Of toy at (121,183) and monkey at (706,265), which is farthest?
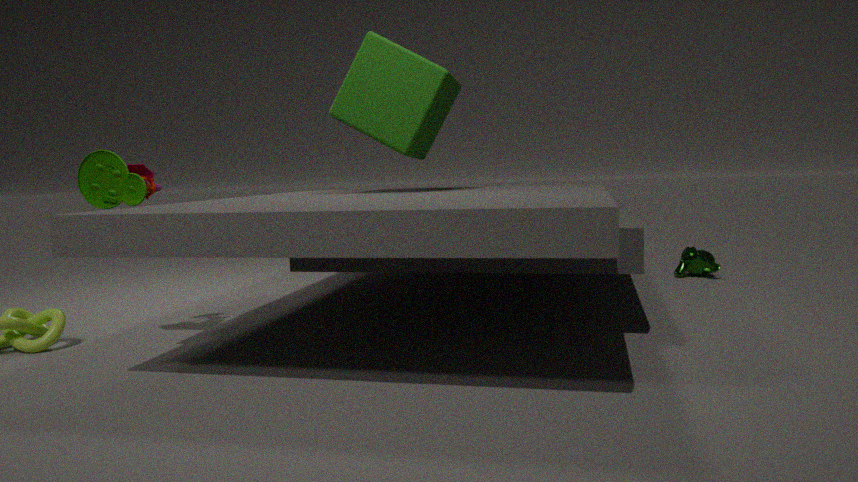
monkey at (706,265)
